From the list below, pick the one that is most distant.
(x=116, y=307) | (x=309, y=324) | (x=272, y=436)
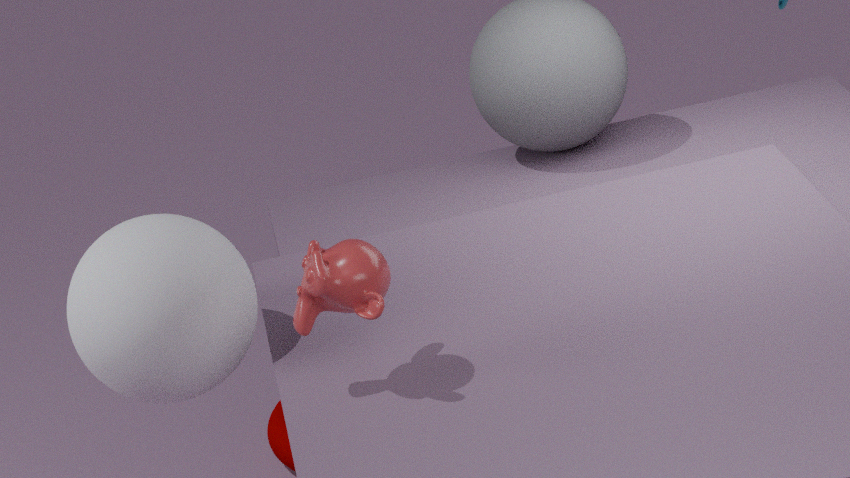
(x=272, y=436)
